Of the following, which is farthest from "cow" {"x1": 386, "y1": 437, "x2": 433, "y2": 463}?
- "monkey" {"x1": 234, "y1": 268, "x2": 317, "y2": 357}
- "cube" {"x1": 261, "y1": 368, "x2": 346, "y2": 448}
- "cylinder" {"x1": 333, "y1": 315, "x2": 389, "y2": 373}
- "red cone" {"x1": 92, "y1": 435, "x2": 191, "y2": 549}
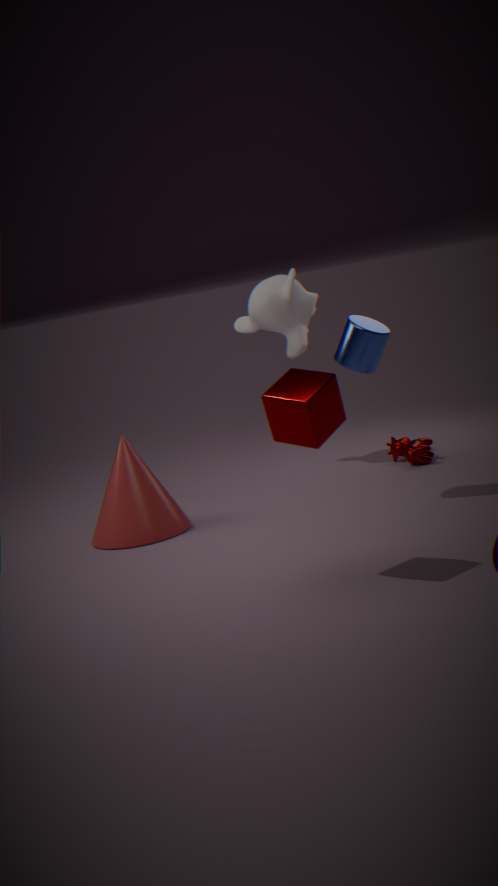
"cube" {"x1": 261, "y1": 368, "x2": 346, "y2": 448}
